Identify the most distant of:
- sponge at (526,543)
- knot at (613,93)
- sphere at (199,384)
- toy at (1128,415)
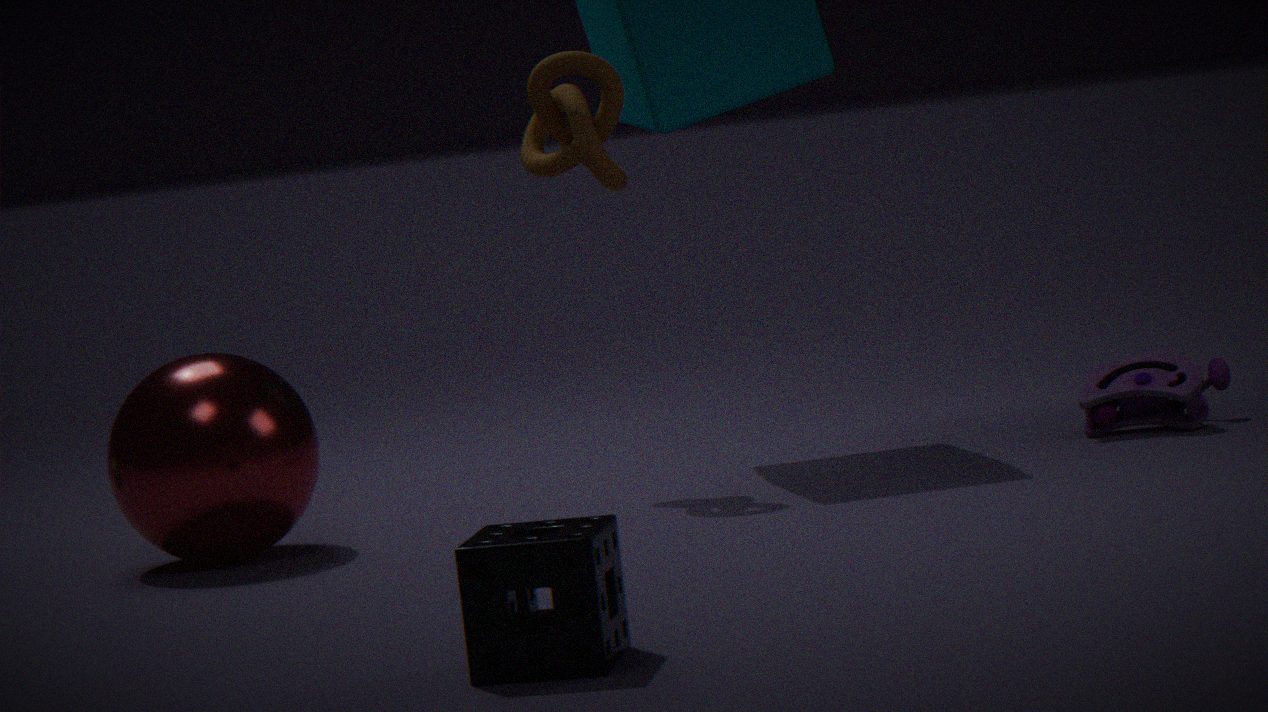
toy at (1128,415)
